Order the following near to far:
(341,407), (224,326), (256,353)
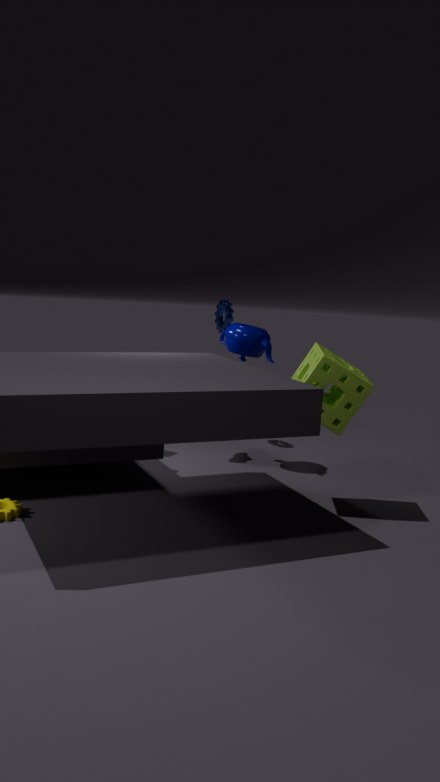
(341,407) → (256,353) → (224,326)
